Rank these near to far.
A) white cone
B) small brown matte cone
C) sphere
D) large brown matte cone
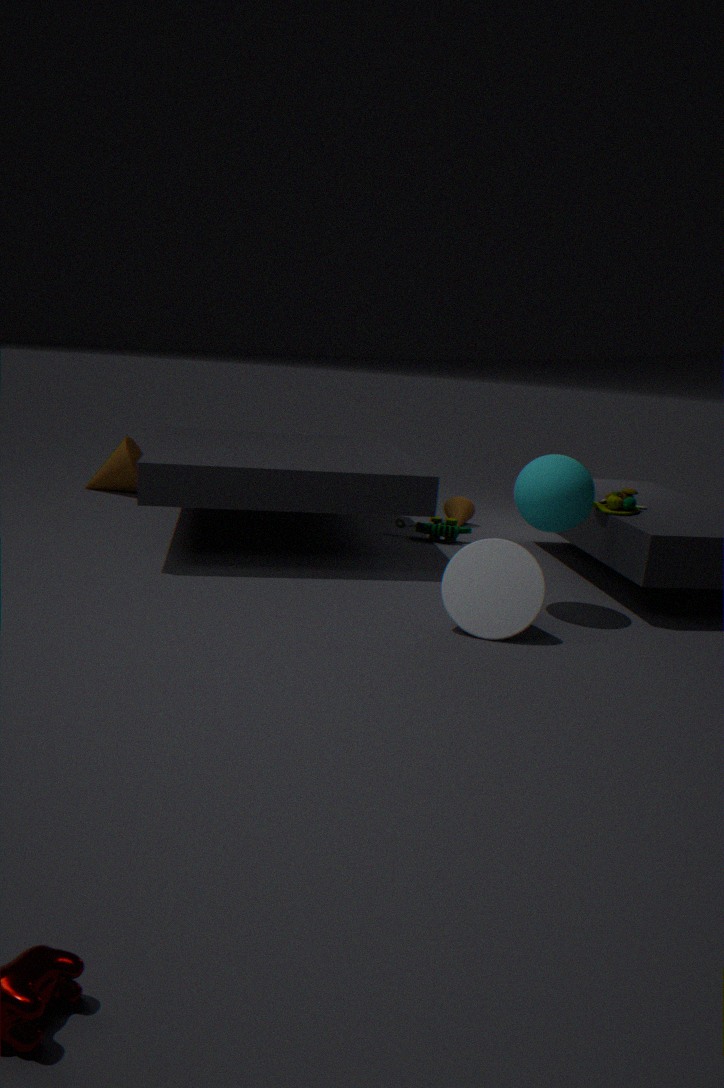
1. white cone
2. sphere
3. small brown matte cone
4. large brown matte cone
